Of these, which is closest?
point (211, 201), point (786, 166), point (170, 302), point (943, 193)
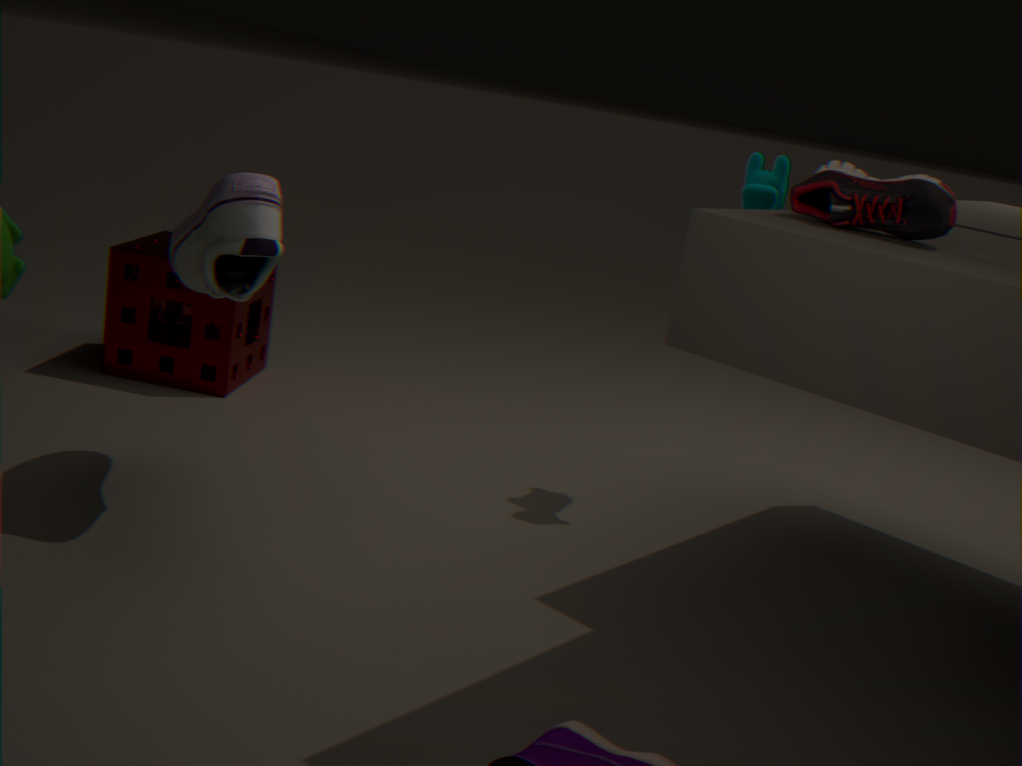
point (943, 193)
